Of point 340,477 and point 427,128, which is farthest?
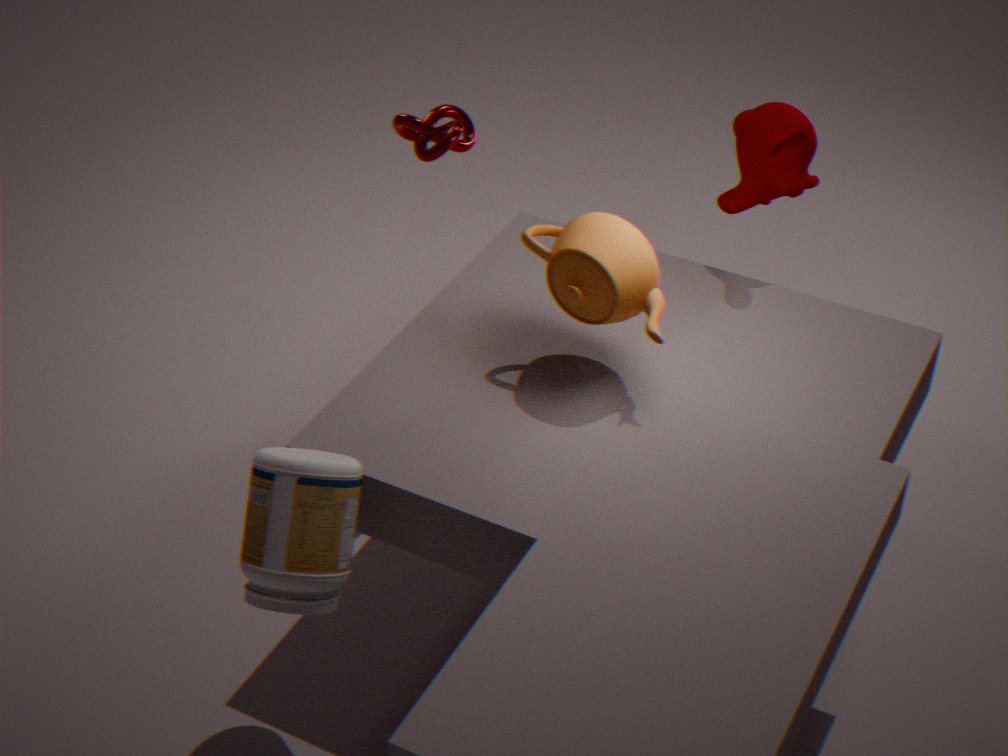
point 427,128
